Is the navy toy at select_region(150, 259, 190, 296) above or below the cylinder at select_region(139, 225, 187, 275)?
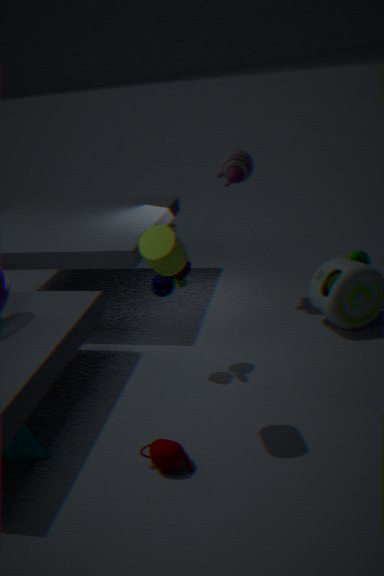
below
